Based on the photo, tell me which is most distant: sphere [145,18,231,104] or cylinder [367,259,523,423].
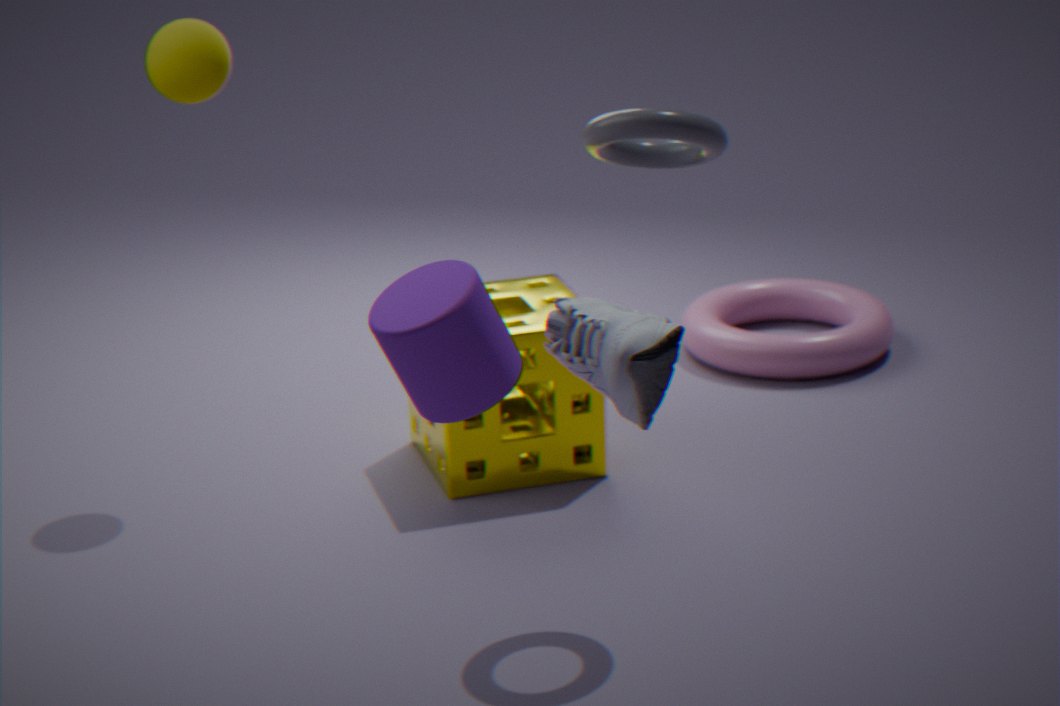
sphere [145,18,231,104]
